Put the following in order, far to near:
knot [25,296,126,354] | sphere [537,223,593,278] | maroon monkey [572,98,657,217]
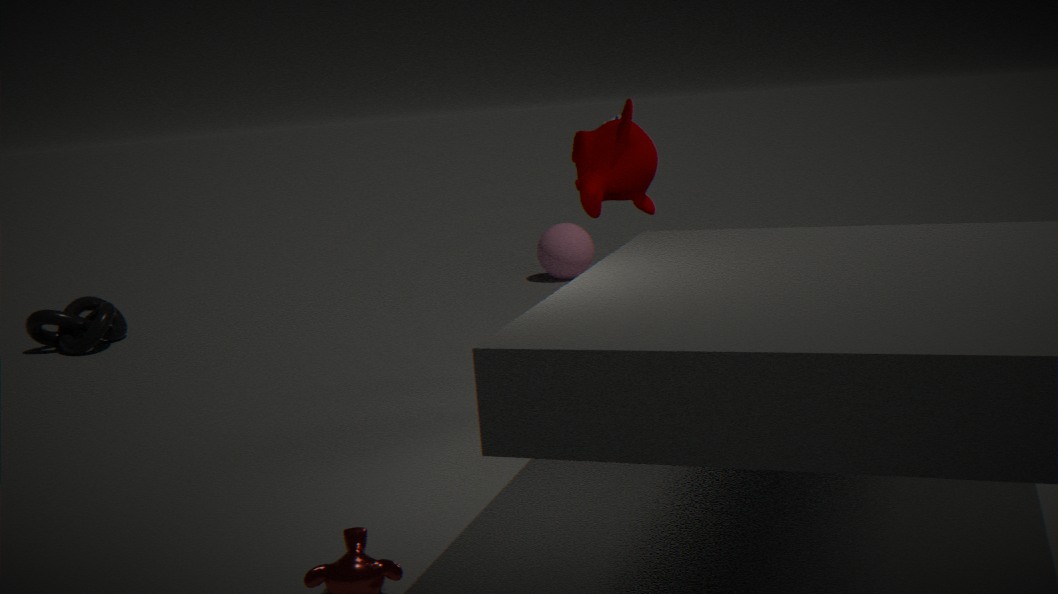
sphere [537,223,593,278], knot [25,296,126,354], maroon monkey [572,98,657,217]
